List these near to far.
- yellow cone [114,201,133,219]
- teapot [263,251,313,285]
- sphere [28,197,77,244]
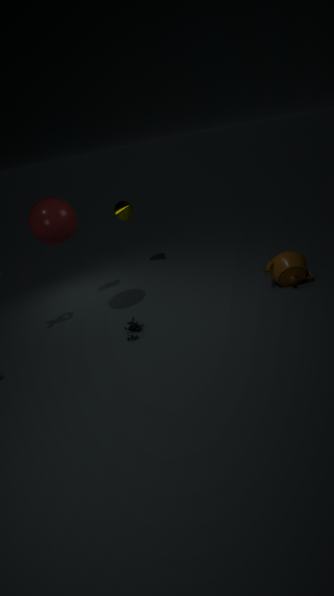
1. sphere [28,197,77,244]
2. teapot [263,251,313,285]
3. yellow cone [114,201,133,219]
